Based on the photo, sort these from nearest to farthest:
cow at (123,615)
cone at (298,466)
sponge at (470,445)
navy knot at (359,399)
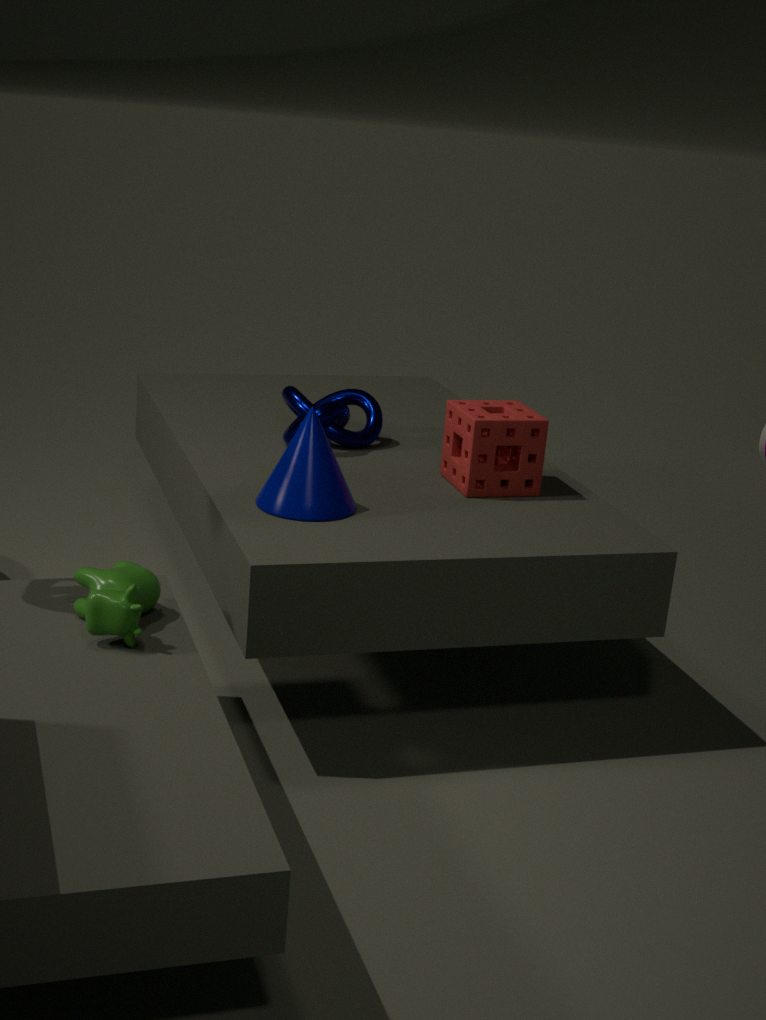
cow at (123,615) → cone at (298,466) → sponge at (470,445) → navy knot at (359,399)
